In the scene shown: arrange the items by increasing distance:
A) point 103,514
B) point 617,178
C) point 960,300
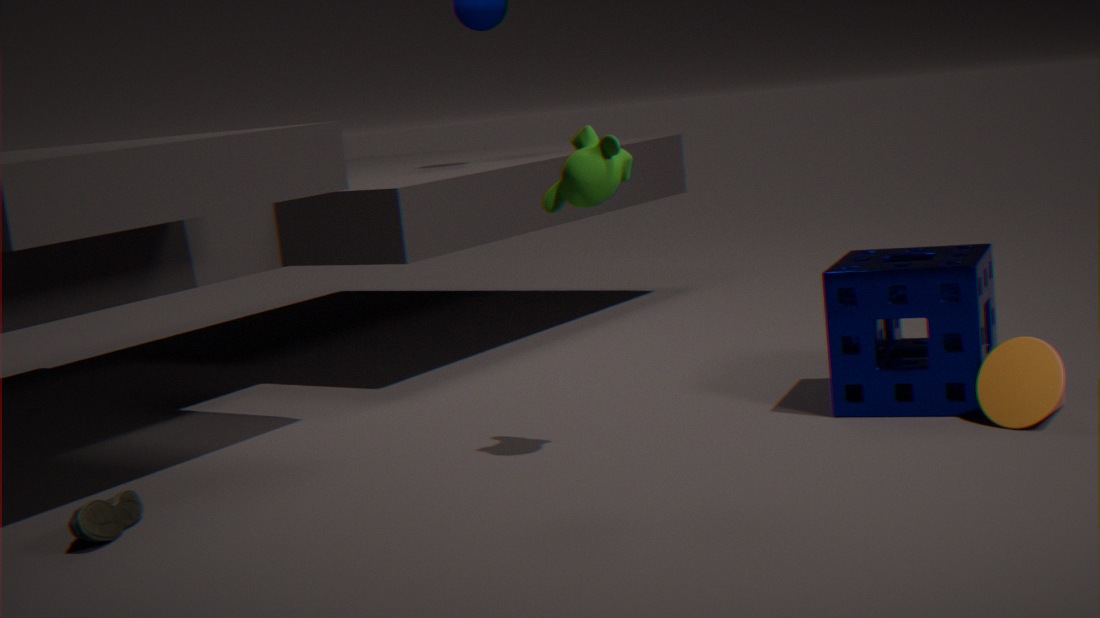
point 103,514 < point 617,178 < point 960,300
